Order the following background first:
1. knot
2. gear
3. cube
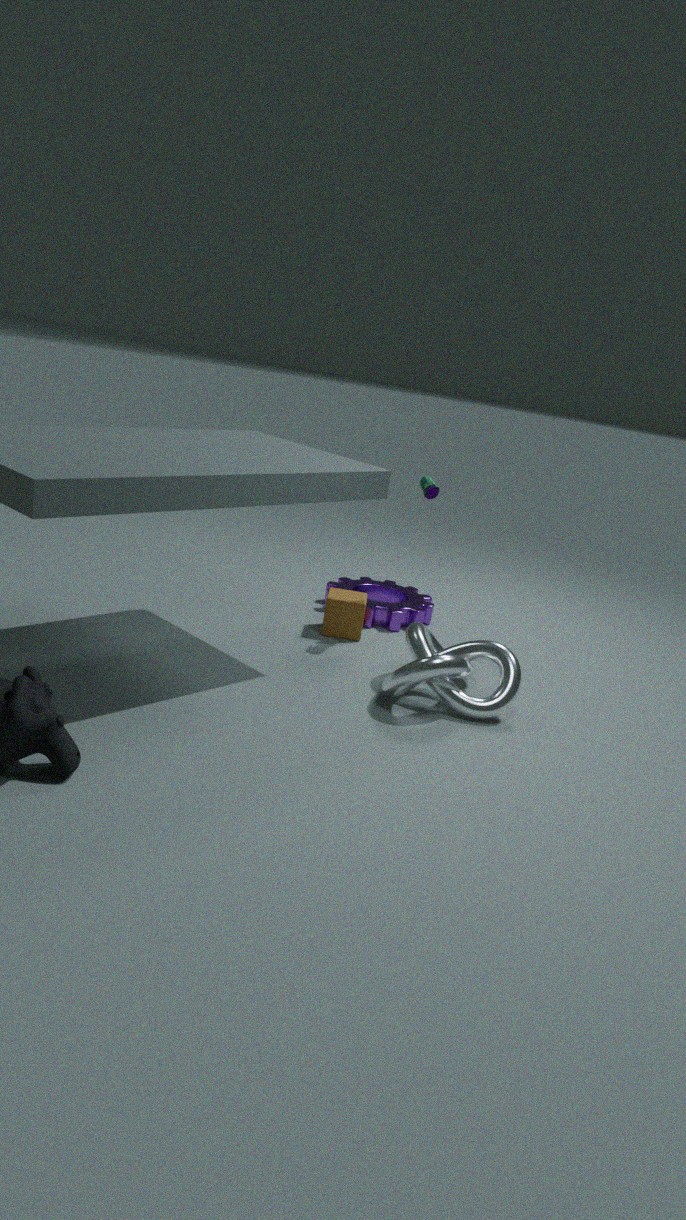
gear
cube
knot
